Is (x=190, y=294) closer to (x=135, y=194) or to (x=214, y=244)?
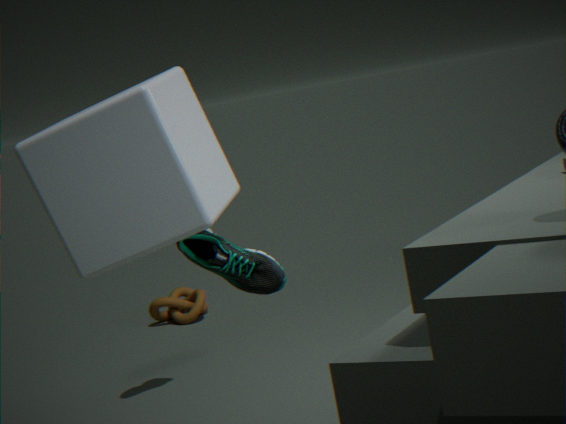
(x=214, y=244)
